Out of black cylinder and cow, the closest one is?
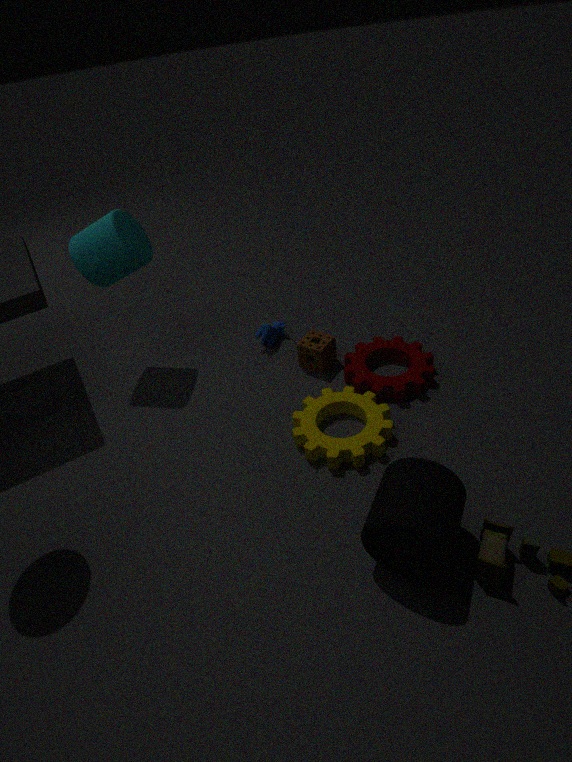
black cylinder
